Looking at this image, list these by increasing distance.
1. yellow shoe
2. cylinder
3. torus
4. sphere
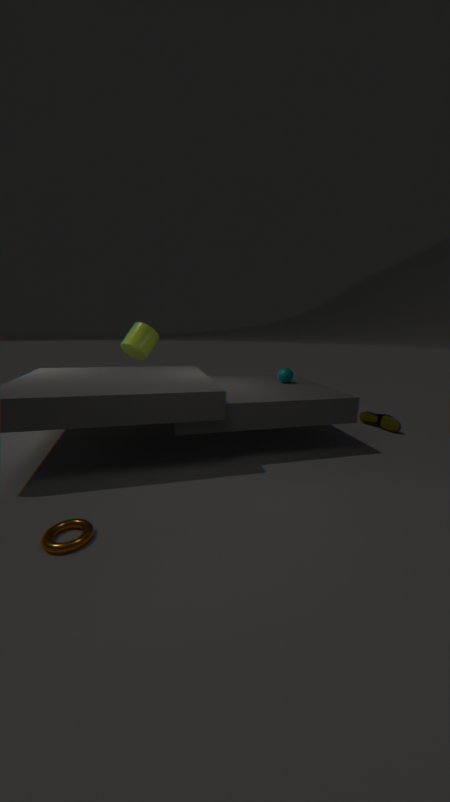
torus → sphere → yellow shoe → cylinder
